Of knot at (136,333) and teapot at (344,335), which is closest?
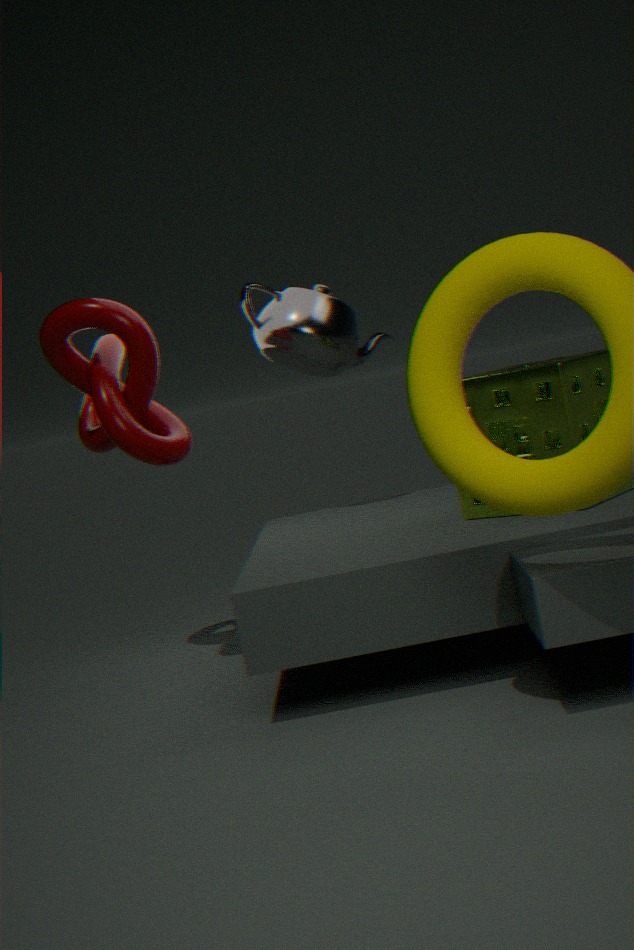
knot at (136,333)
